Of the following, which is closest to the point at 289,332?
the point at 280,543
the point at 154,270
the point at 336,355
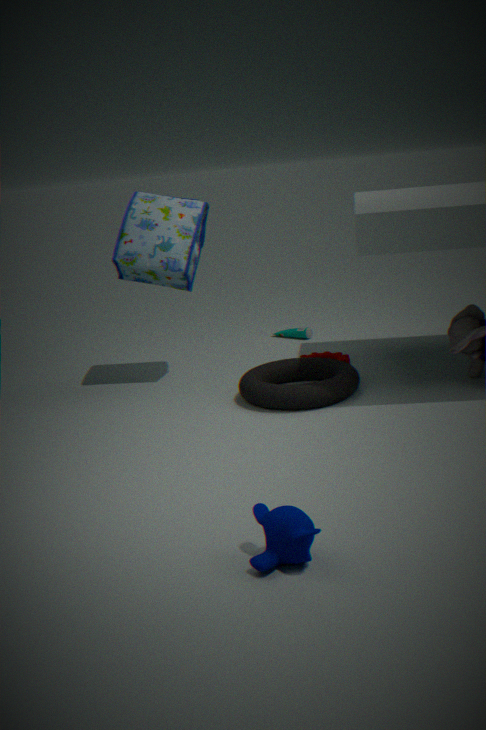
the point at 336,355
